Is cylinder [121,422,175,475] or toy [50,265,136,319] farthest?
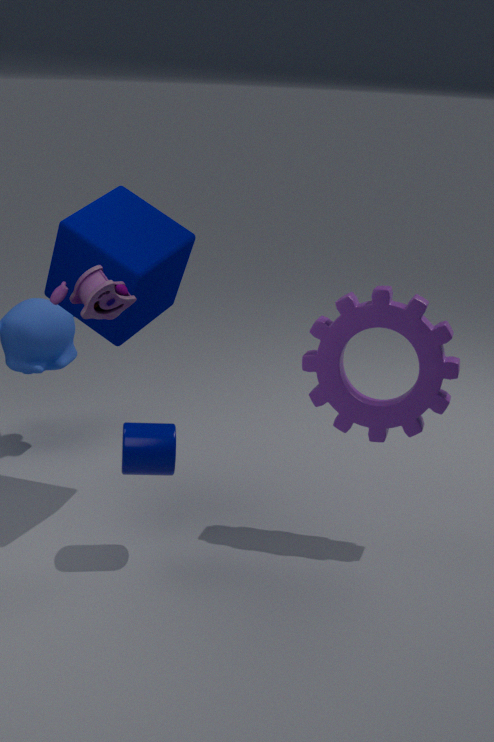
cylinder [121,422,175,475]
